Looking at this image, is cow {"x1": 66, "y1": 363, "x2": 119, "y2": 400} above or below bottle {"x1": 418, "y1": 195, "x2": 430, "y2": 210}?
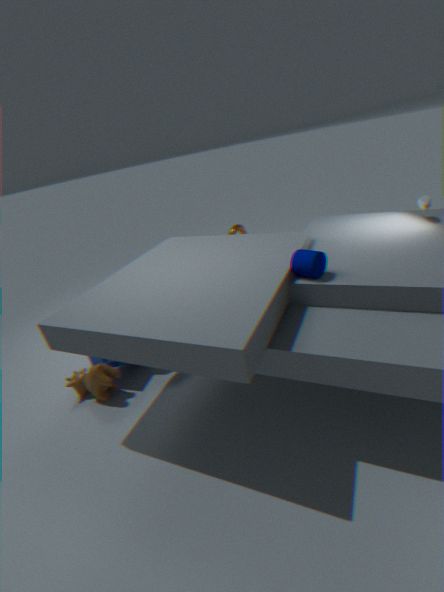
below
